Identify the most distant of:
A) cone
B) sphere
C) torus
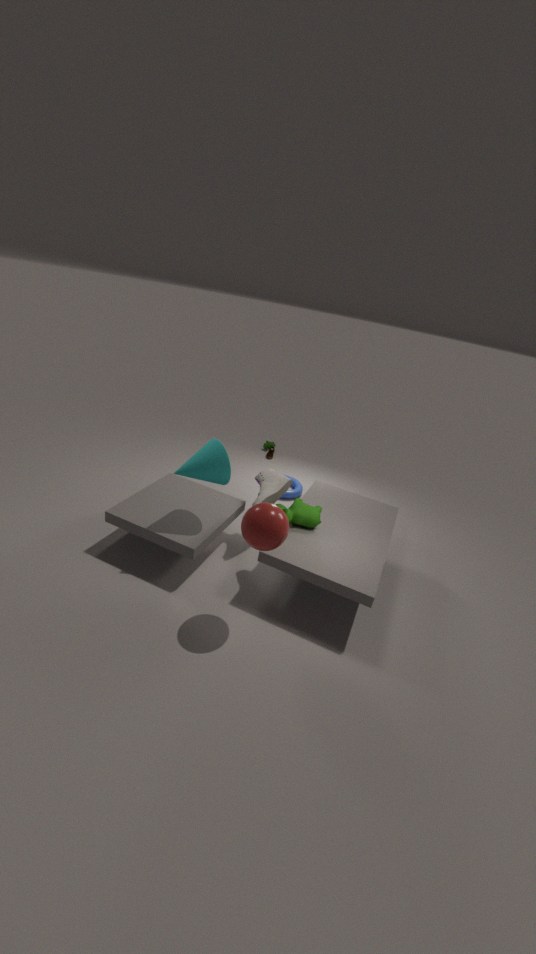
torus
